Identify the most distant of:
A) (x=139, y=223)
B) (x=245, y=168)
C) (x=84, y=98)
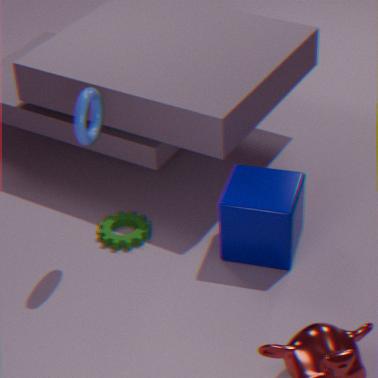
(x=139, y=223)
